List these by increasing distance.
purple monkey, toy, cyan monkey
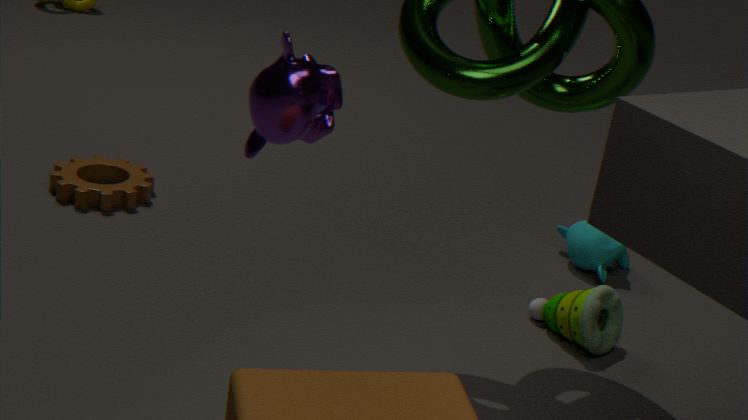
purple monkey, toy, cyan monkey
